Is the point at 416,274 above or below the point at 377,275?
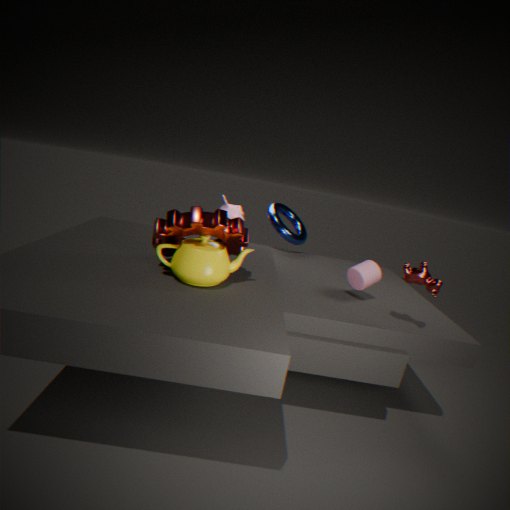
above
